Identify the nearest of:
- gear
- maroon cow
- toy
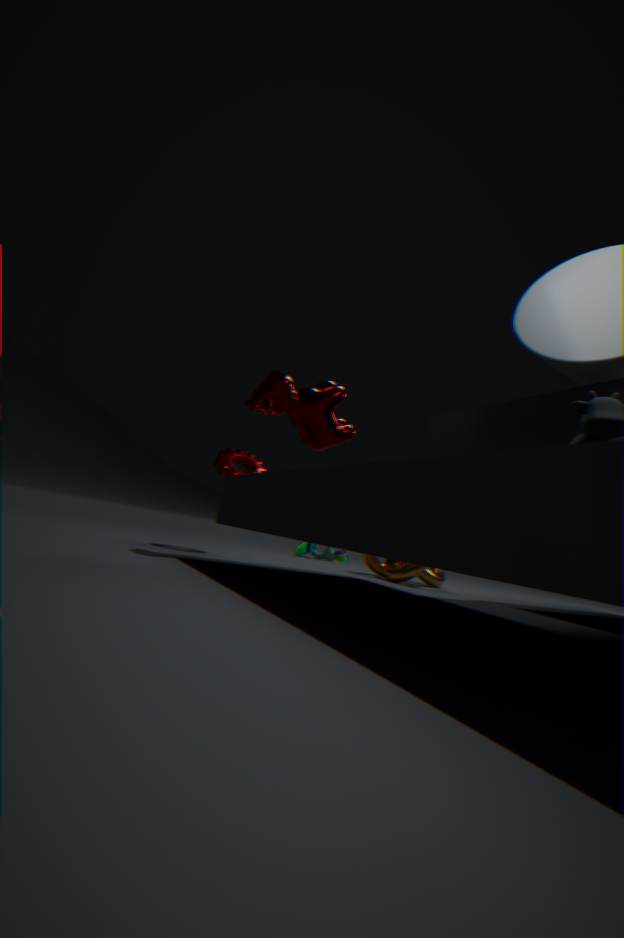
maroon cow
